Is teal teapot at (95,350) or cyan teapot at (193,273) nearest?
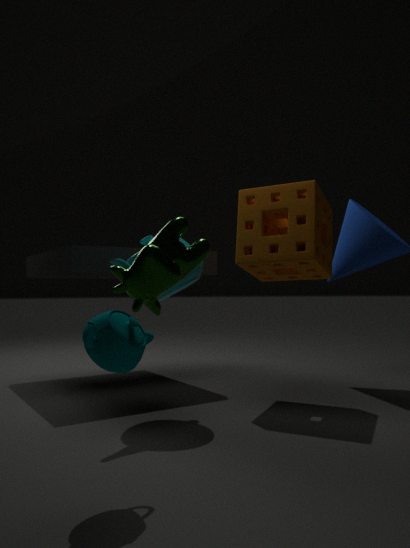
teal teapot at (95,350)
